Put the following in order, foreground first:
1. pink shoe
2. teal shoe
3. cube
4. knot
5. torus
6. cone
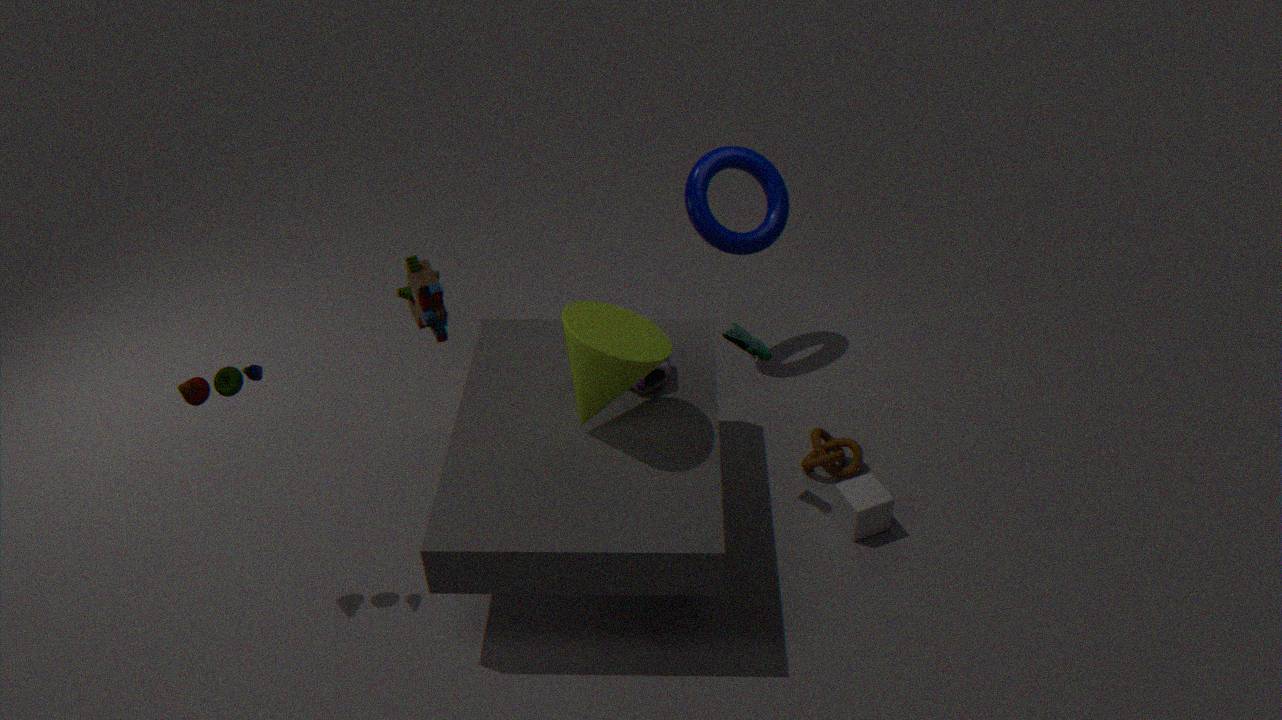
cone
teal shoe
pink shoe
cube
knot
torus
